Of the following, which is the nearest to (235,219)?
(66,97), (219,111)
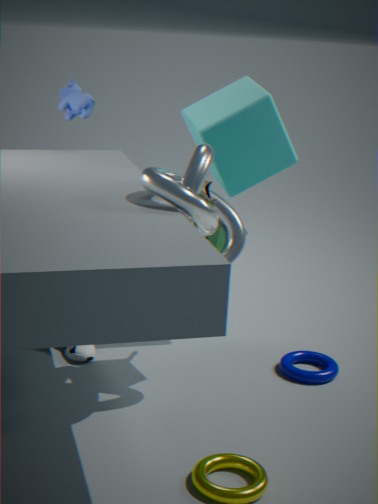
(219,111)
